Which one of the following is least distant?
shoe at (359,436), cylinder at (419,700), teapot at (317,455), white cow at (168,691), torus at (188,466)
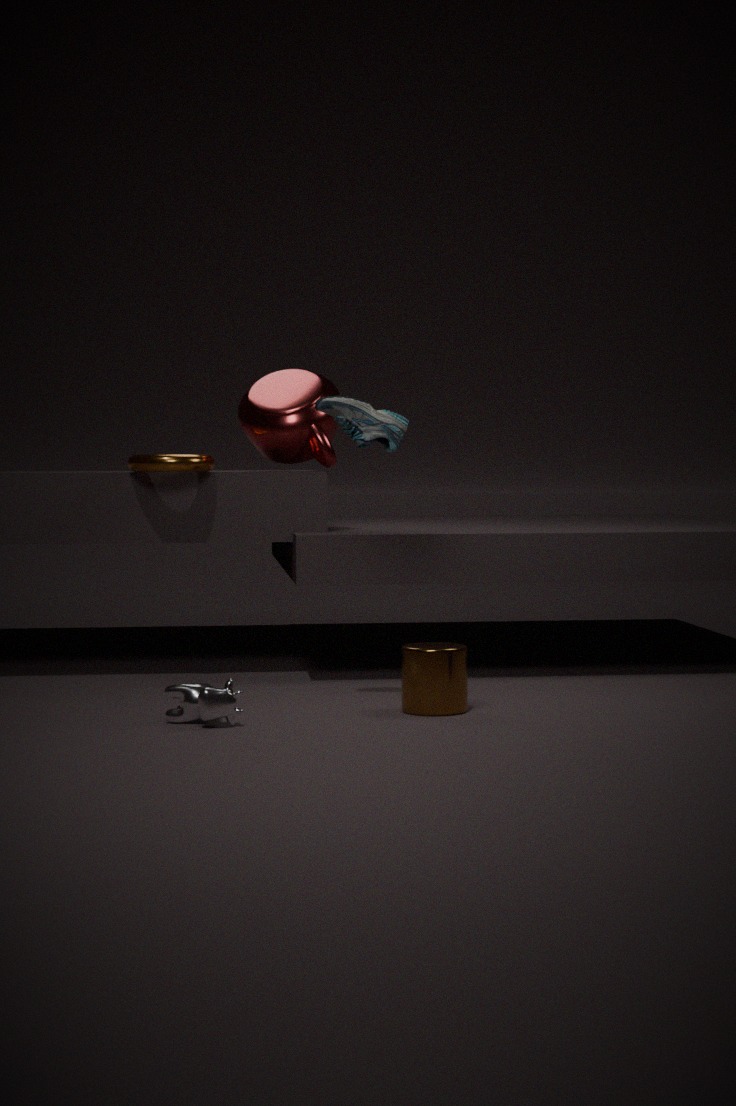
white cow at (168,691)
